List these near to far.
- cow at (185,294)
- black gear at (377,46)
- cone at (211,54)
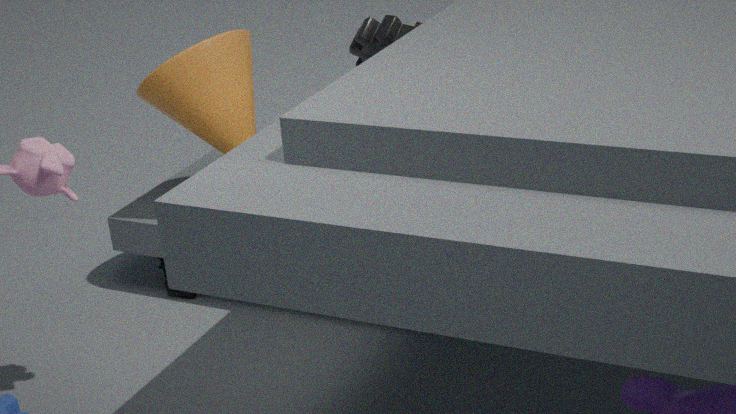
cone at (211,54), cow at (185,294), black gear at (377,46)
